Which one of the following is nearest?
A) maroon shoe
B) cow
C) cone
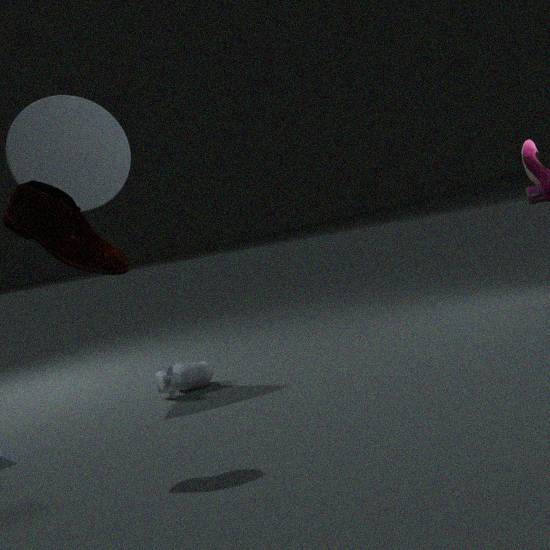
maroon shoe
